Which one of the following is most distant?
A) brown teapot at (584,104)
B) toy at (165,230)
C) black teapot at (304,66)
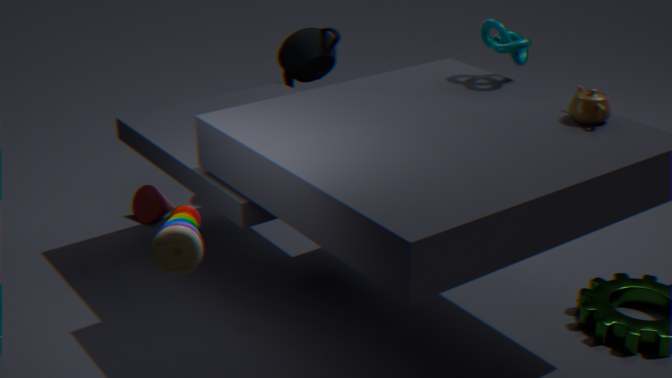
black teapot at (304,66)
